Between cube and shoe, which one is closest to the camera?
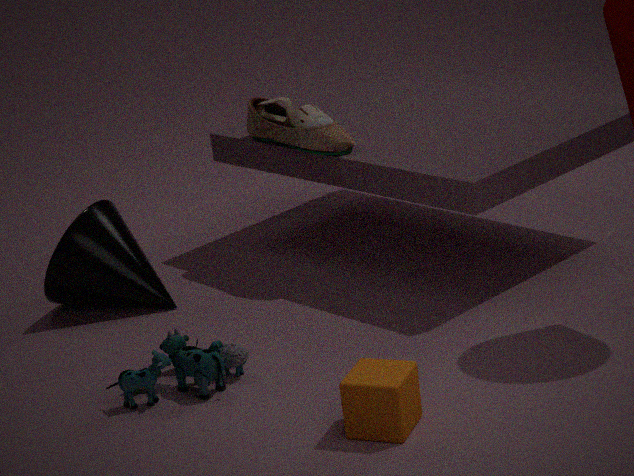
cube
